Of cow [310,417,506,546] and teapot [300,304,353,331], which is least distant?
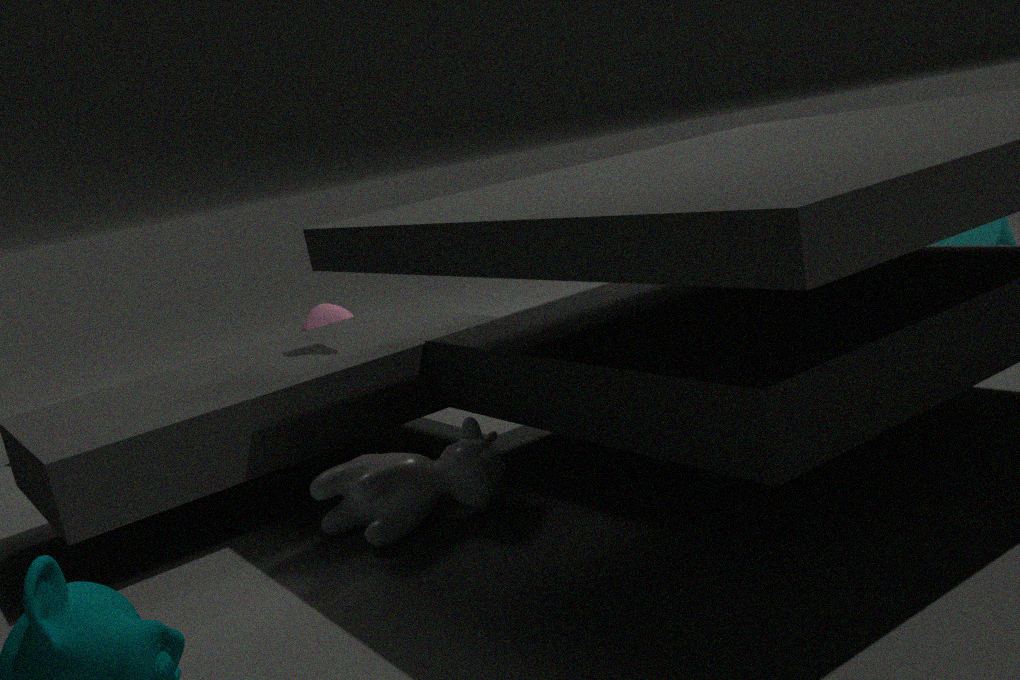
cow [310,417,506,546]
